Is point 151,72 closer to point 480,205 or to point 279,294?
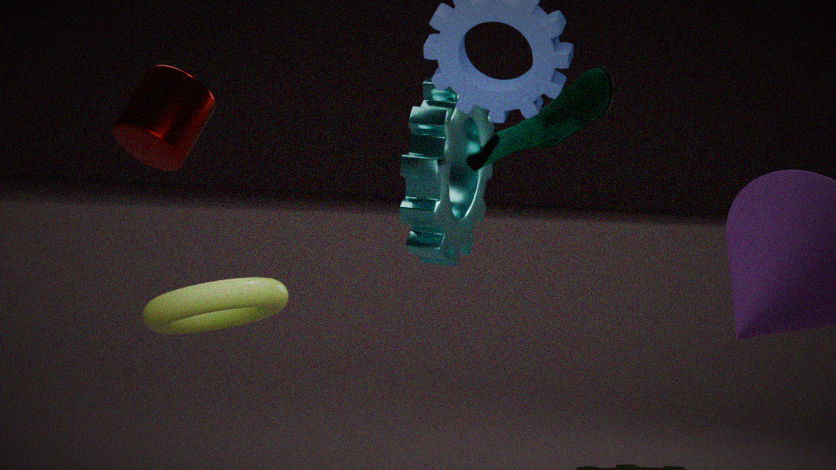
point 279,294
